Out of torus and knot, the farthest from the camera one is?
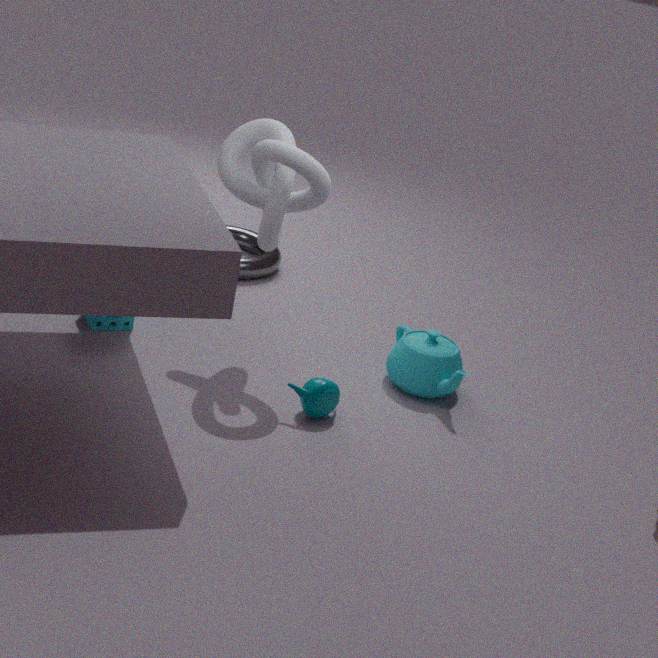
torus
